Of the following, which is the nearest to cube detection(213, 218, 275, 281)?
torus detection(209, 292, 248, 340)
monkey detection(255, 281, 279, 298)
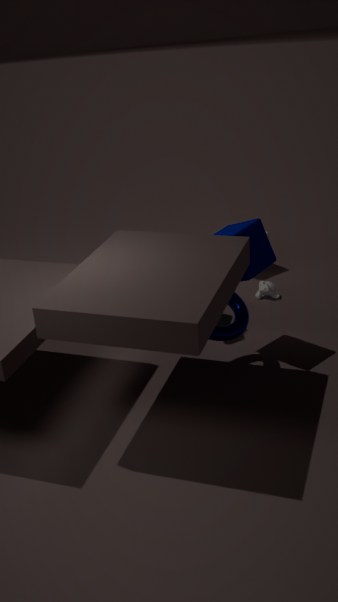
torus detection(209, 292, 248, 340)
